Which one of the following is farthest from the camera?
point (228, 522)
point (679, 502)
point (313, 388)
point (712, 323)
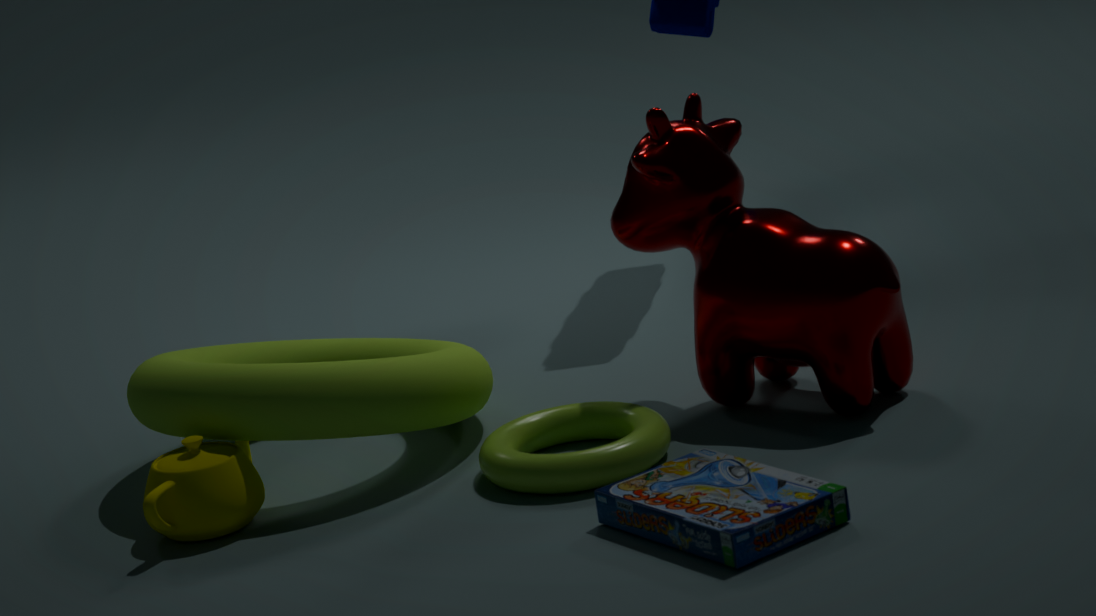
point (712, 323)
